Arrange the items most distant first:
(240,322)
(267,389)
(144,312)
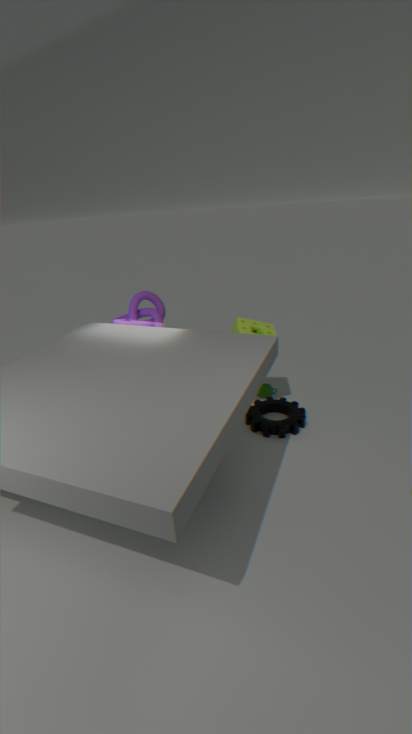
(267,389)
(144,312)
(240,322)
